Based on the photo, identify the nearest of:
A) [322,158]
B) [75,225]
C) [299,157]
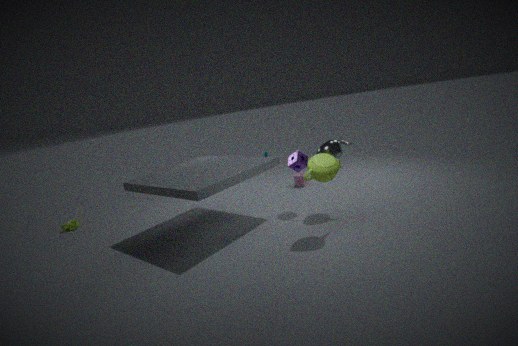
[322,158]
